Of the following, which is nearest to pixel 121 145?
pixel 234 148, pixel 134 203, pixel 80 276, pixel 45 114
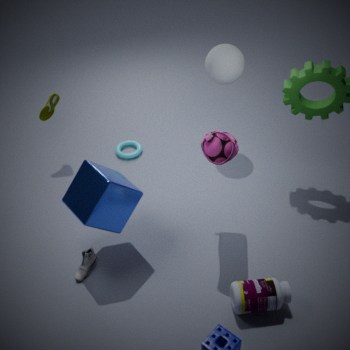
pixel 45 114
